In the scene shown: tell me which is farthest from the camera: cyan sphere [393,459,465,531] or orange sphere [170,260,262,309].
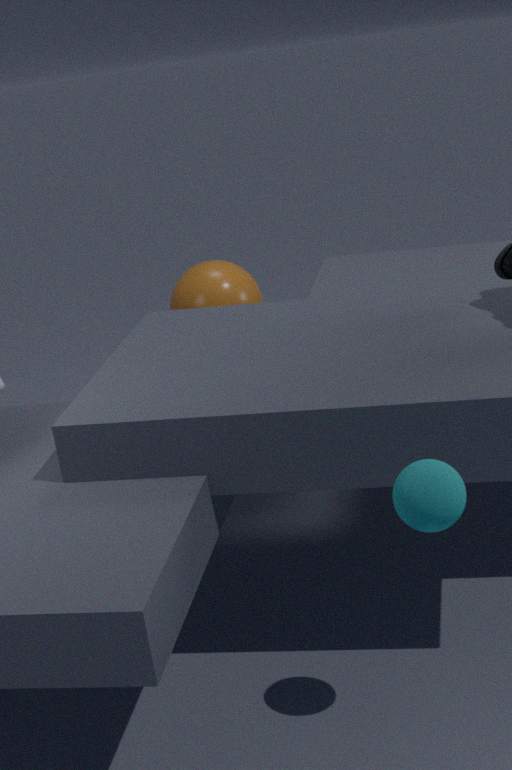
orange sphere [170,260,262,309]
